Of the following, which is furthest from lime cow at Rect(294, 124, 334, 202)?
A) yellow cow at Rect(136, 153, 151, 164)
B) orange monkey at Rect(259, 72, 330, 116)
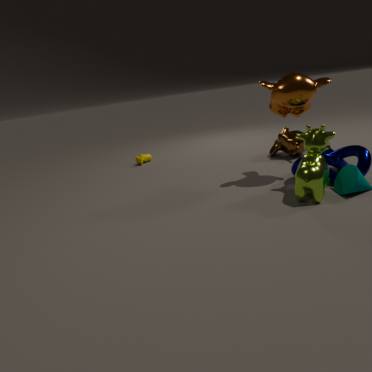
yellow cow at Rect(136, 153, 151, 164)
